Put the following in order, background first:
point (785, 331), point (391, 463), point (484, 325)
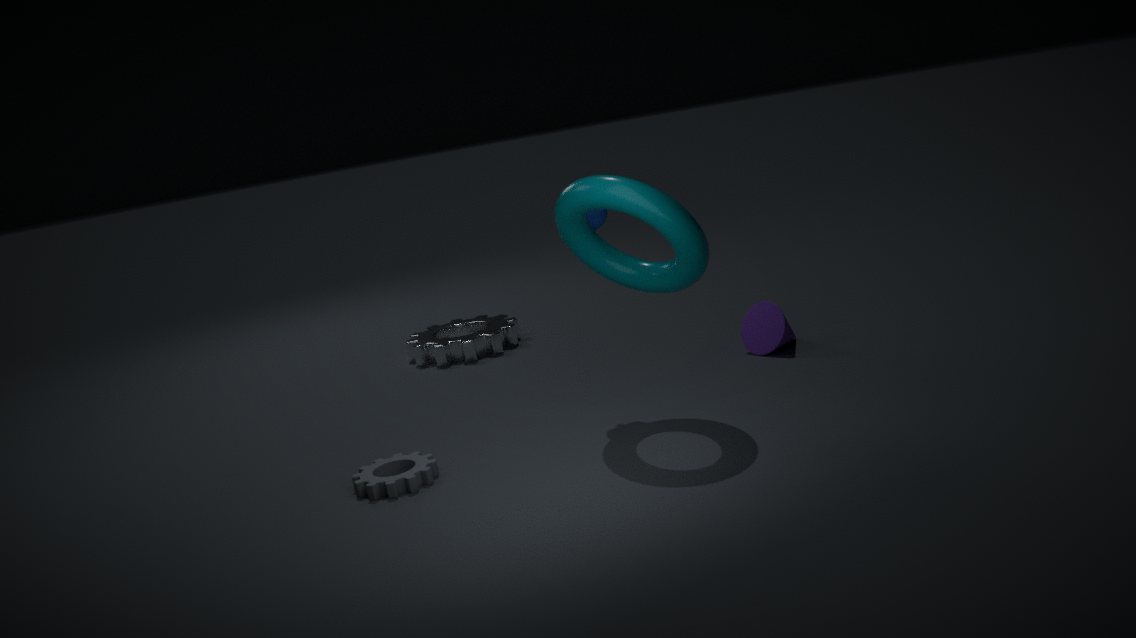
point (484, 325) < point (785, 331) < point (391, 463)
